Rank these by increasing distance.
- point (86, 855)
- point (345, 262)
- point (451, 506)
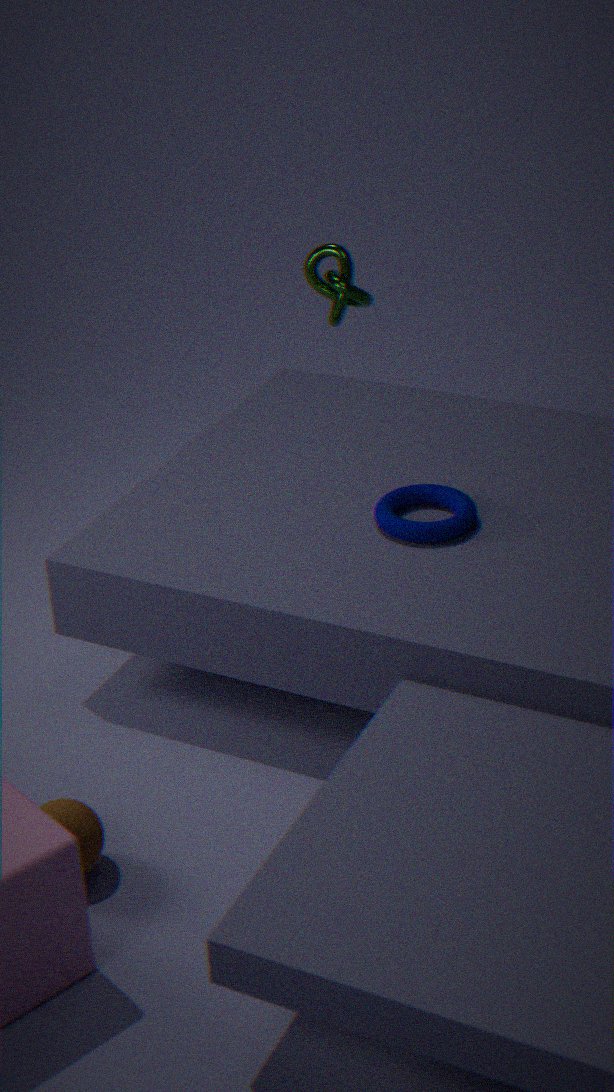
point (86, 855) < point (451, 506) < point (345, 262)
